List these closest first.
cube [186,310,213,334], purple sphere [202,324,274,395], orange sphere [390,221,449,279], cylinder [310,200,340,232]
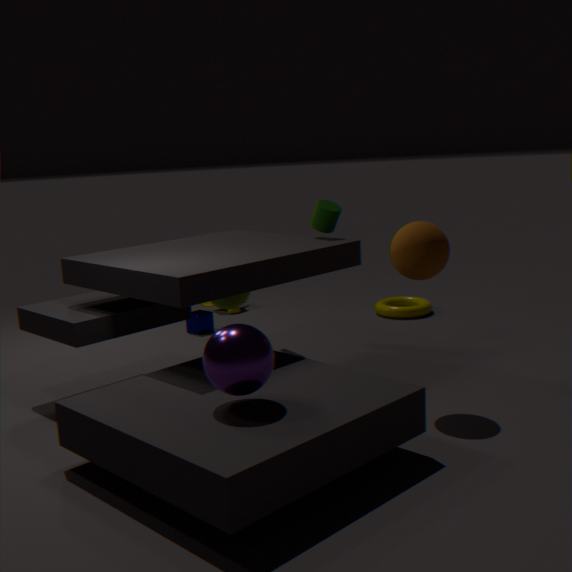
1. purple sphere [202,324,274,395]
2. orange sphere [390,221,449,279]
3. cylinder [310,200,340,232]
4. cube [186,310,213,334]
